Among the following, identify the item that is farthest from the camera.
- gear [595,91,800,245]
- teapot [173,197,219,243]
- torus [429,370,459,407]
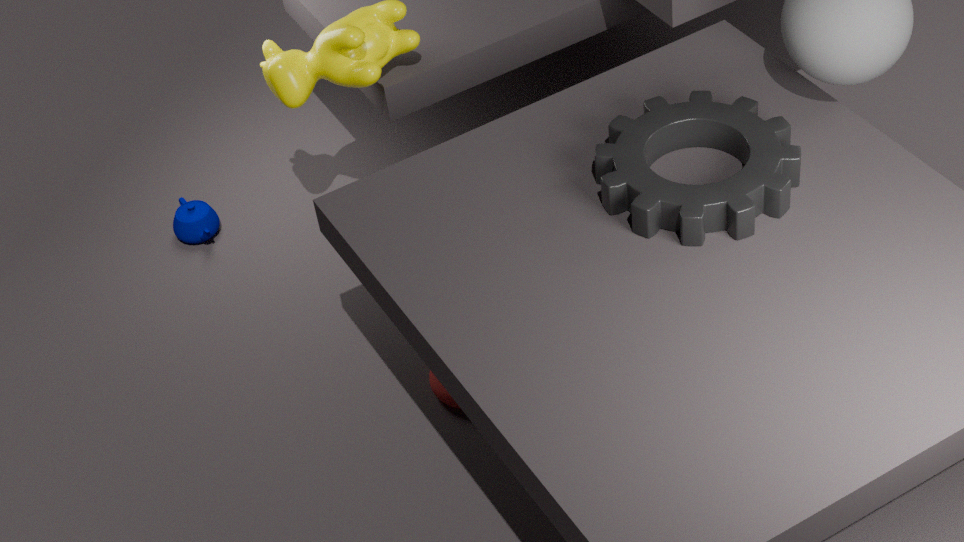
teapot [173,197,219,243]
